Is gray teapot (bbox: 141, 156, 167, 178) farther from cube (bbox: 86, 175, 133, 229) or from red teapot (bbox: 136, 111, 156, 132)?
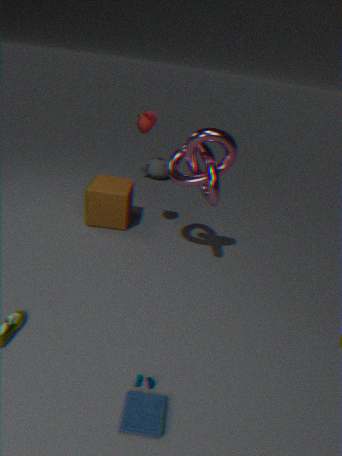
red teapot (bbox: 136, 111, 156, 132)
